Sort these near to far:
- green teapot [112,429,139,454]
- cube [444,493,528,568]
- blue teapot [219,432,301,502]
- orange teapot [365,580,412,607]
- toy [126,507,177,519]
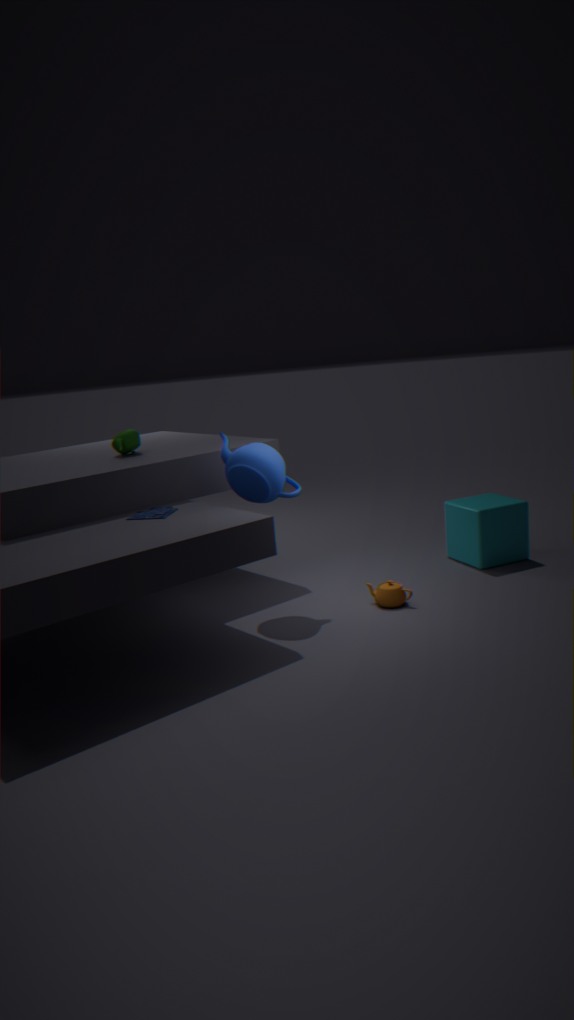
toy [126,507,177,519] → blue teapot [219,432,301,502] → orange teapot [365,580,412,607] → green teapot [112,429,139,454] → cube [444,493,528,568]
